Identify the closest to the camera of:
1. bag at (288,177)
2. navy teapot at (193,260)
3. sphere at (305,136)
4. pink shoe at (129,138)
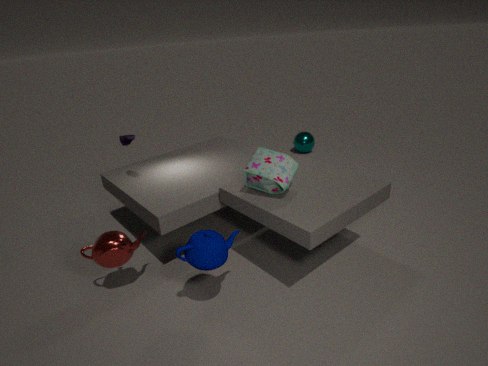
navy teapot at (193,260)
